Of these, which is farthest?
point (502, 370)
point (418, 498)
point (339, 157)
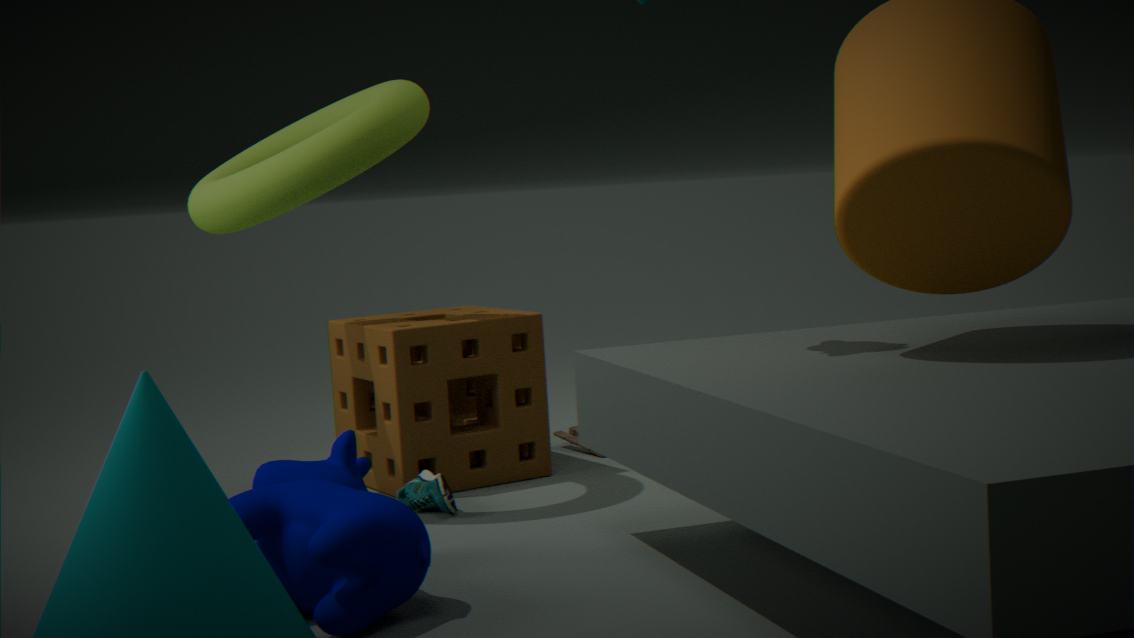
point (502, 370)
